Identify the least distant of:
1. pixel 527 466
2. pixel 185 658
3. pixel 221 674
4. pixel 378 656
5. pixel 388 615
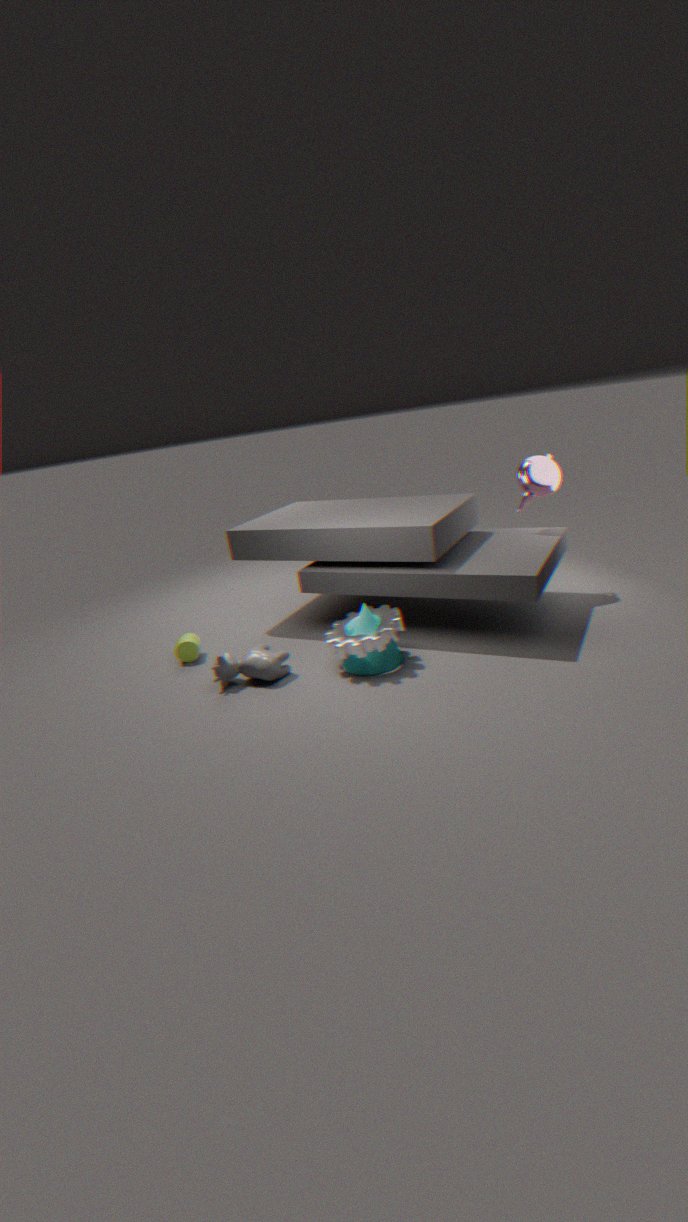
pixel 378 656
